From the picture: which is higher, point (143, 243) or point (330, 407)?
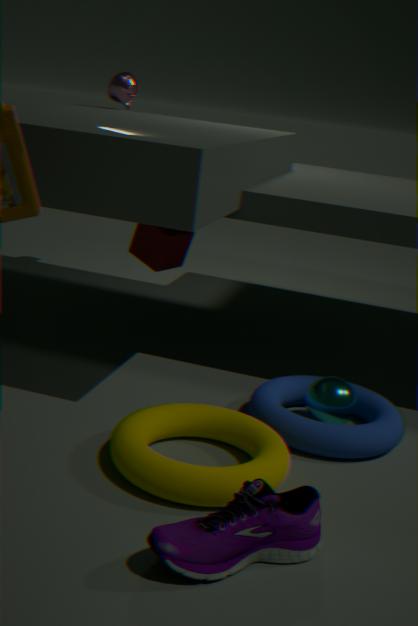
point (143, 243)
